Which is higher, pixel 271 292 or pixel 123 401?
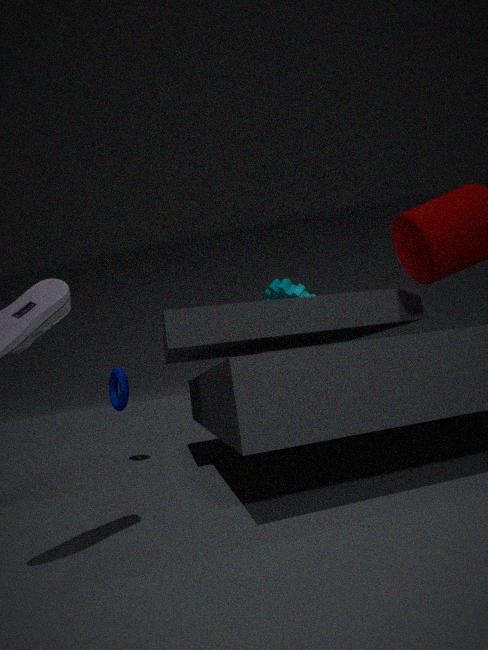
pixel 271 292
